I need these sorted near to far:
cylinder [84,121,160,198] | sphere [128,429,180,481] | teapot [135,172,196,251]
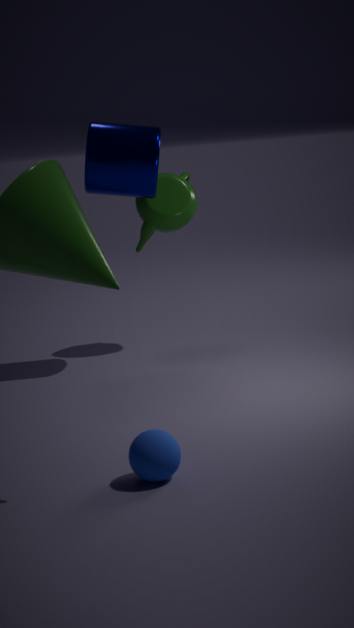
sphere [128,429,180,481] → cylinder [84,121,160,198] → teapot [135,172,196,251]
